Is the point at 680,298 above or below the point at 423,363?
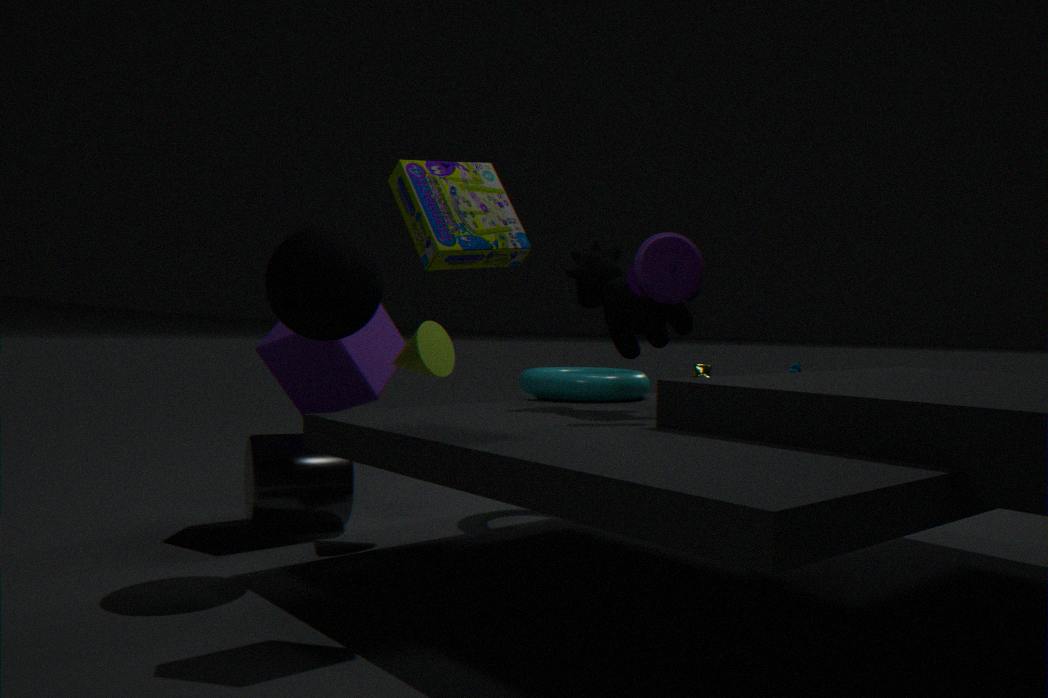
above
